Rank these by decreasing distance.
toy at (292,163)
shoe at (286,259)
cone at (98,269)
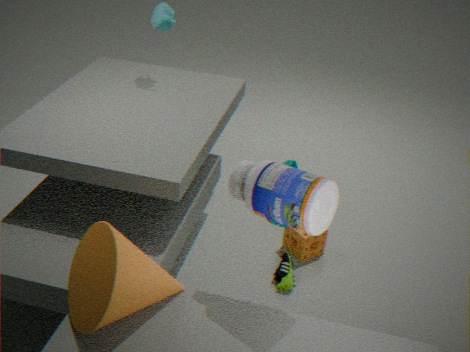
shoe at (286,259) → toy at (292,163) → cone at (98,269)
